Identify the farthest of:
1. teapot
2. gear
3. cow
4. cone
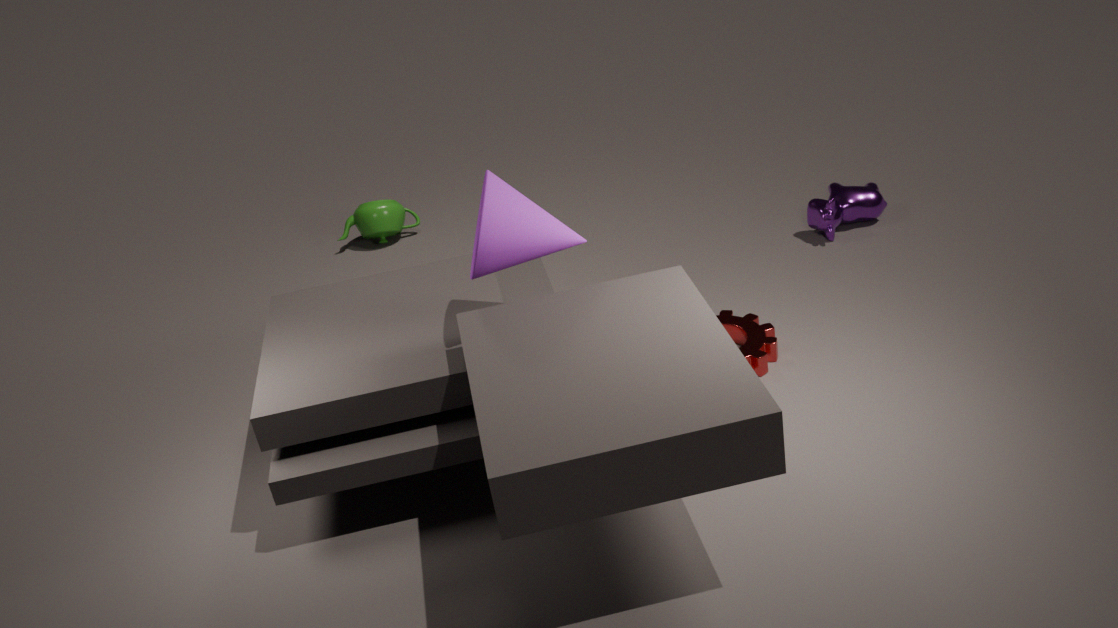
teapot
